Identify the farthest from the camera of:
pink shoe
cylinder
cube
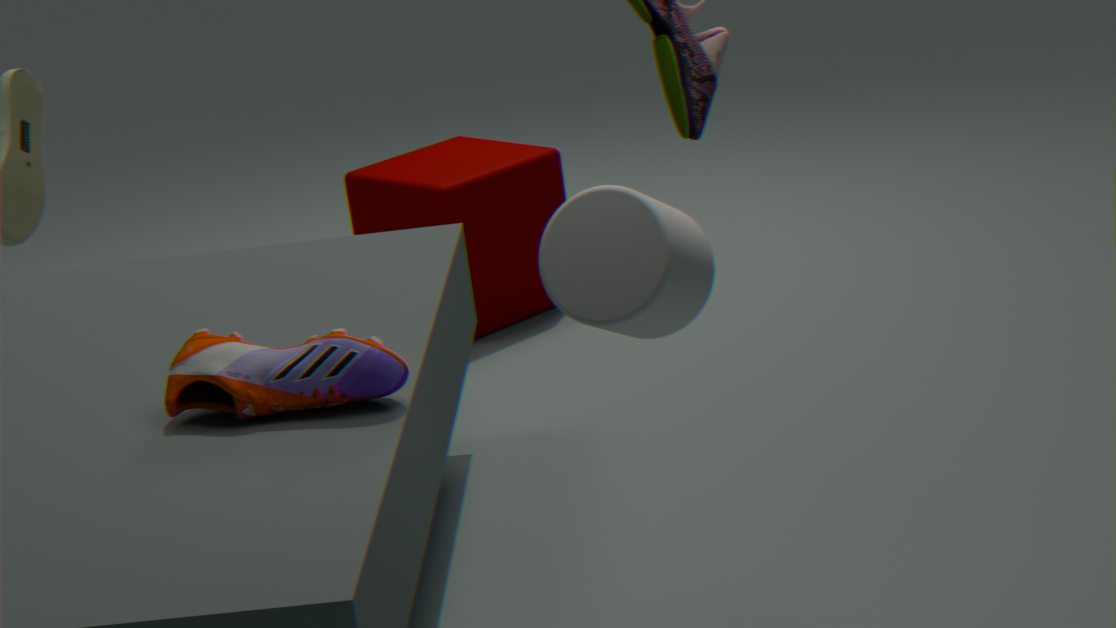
cube
